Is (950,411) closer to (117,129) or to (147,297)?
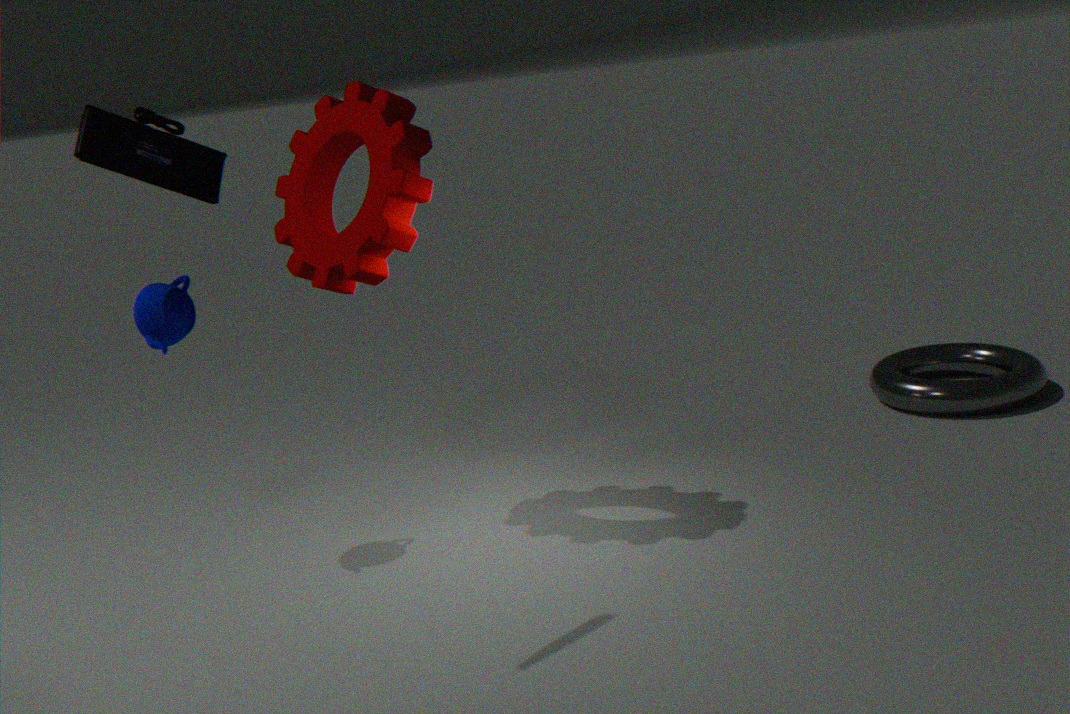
(147,297)
